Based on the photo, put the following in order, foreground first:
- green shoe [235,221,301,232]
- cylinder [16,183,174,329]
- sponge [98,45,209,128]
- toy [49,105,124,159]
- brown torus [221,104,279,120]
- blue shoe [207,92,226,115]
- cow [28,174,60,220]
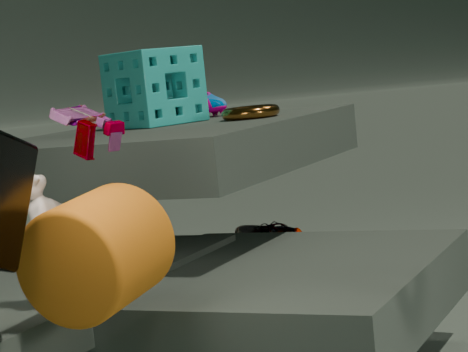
1. cylinder [16,183,174,329]
2. toy [49,105,124,159]
3. cow [28,174,60,220]
4. brown torus [221,104,279,120]
5. sponge [98,45,209,128]
6. green shoe [235,221,301,232]
7. blue shoe [207,92,226,115]
